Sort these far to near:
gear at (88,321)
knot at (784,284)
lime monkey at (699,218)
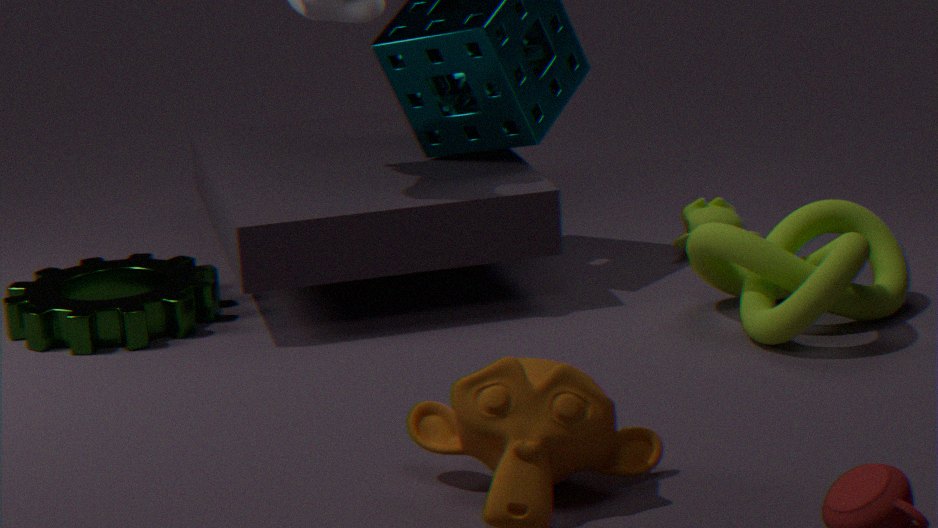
lime monkey at (699,218), gear at (88,321), knot at (784,284)
